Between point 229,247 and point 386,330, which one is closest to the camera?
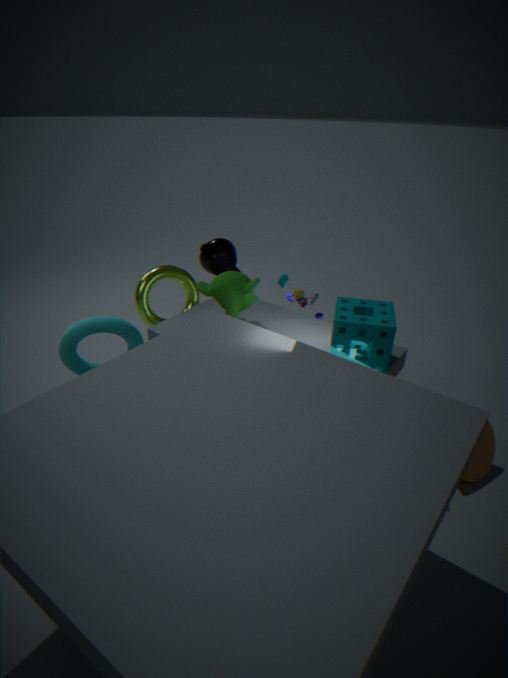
point 386,330
